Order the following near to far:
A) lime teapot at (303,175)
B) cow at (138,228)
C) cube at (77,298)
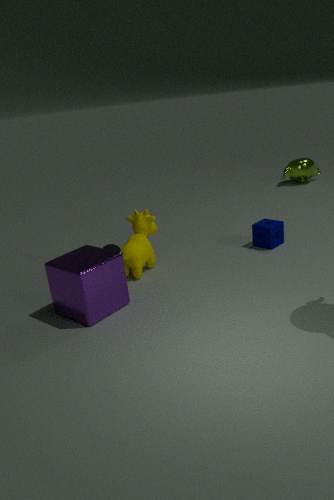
cube at (77,298) < cow at (138,228) < lime teapot at (303,175)
